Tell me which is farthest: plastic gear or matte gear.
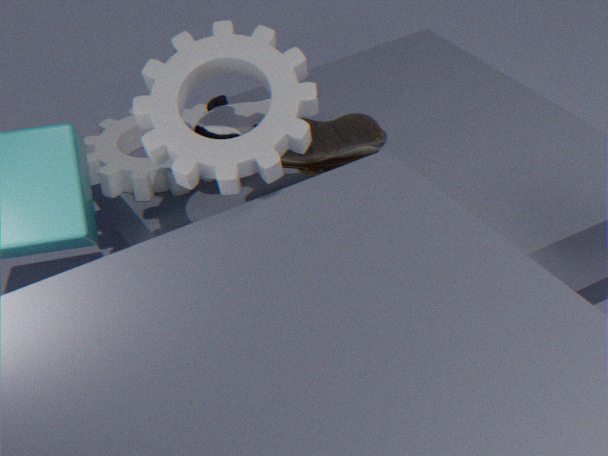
matte gear
